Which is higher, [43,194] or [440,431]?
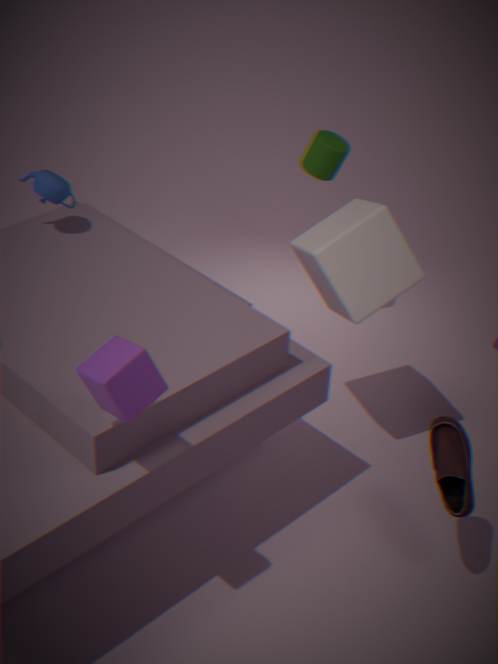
[43,194]
